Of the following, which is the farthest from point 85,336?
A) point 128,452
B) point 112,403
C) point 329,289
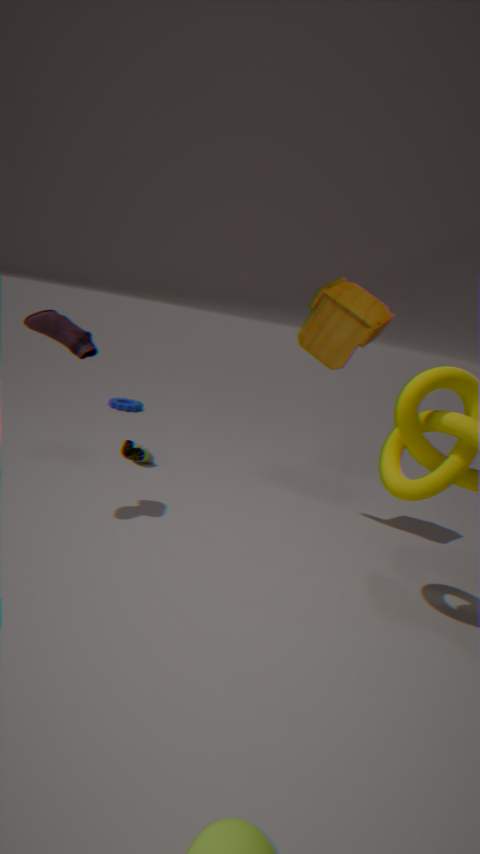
point 112,403
